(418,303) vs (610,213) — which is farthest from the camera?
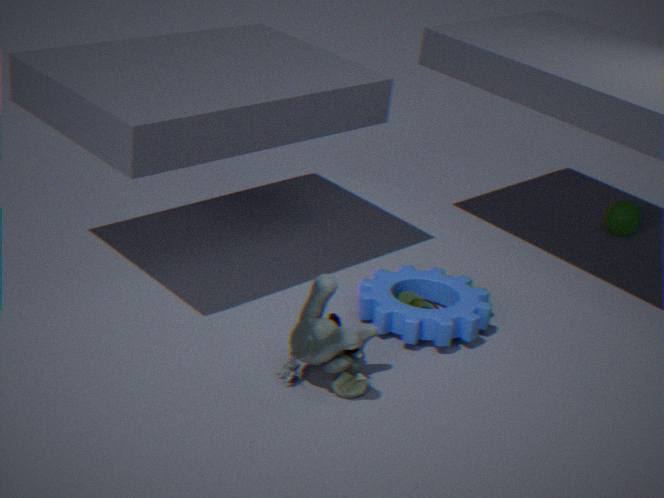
(610,213)
